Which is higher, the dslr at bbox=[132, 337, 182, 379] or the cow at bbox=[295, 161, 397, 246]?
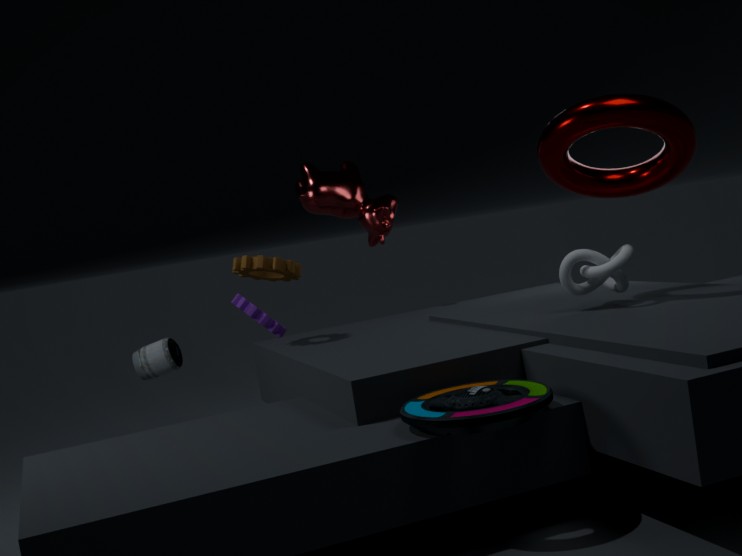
the cow at bbox=[295, 161, 397, 246]
